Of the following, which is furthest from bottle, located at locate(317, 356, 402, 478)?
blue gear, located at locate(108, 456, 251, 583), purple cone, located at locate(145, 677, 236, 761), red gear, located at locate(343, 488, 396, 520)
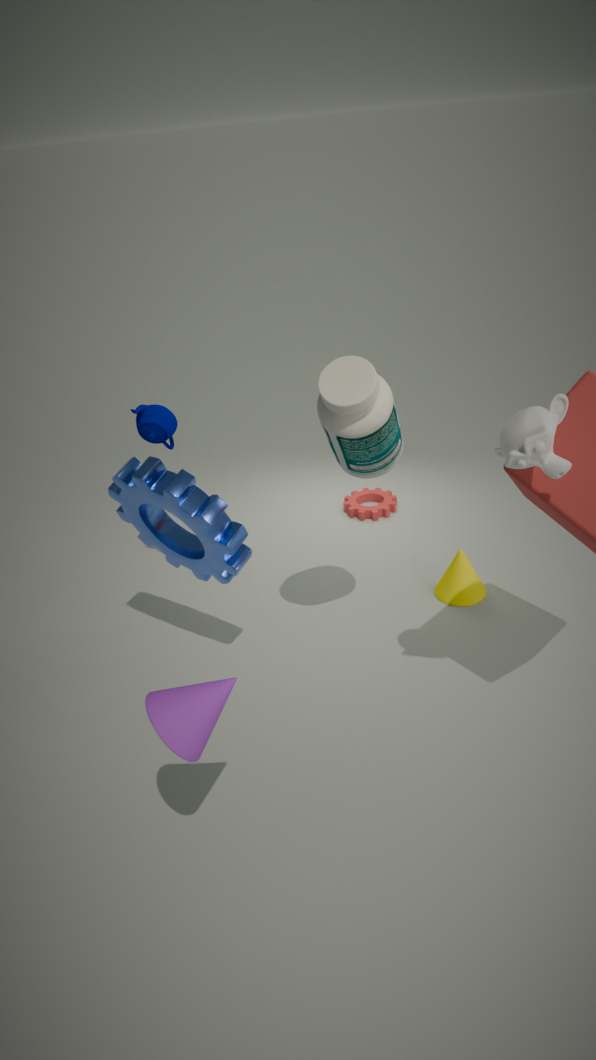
red gear, located at locate(343, 488, 396, 520)
